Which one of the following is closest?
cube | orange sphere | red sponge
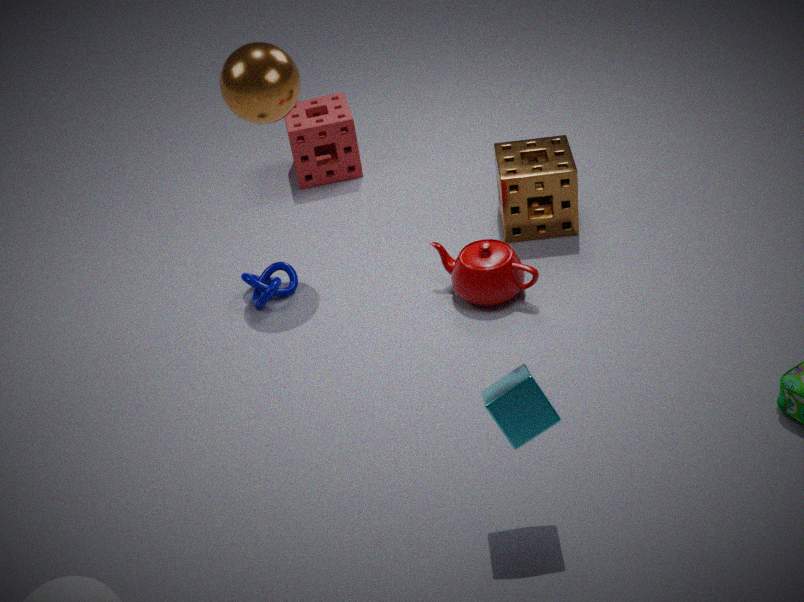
cube
